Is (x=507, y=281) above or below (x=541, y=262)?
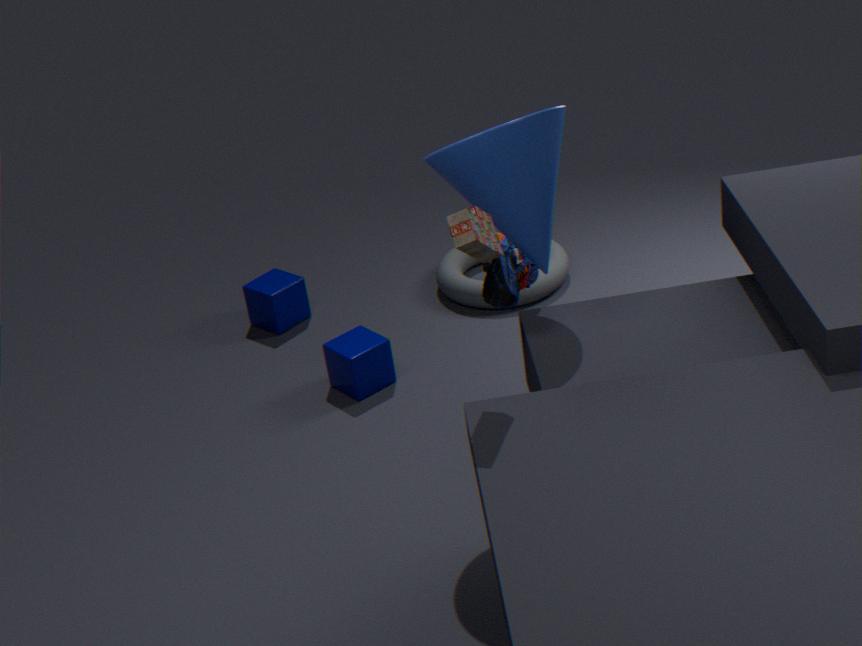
below
